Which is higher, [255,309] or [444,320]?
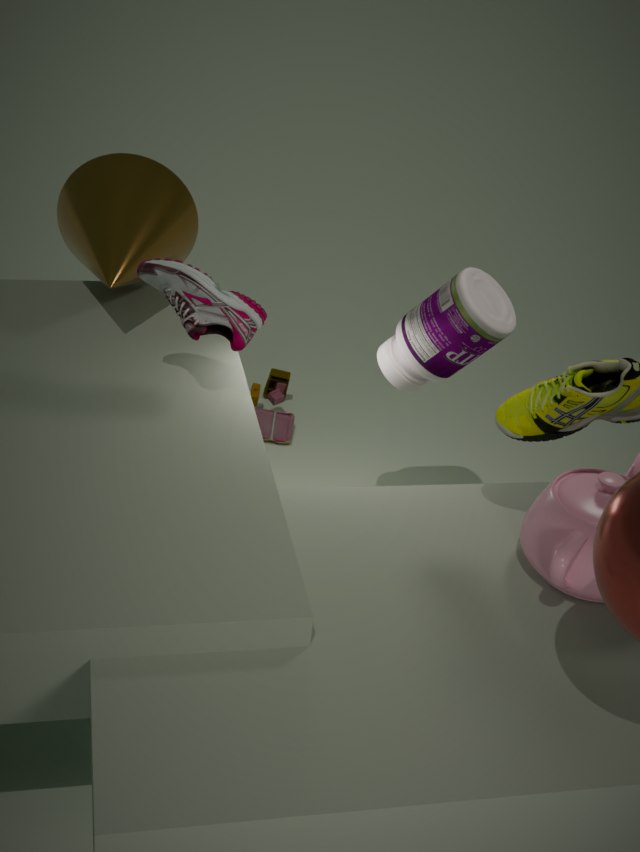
[255,309]
